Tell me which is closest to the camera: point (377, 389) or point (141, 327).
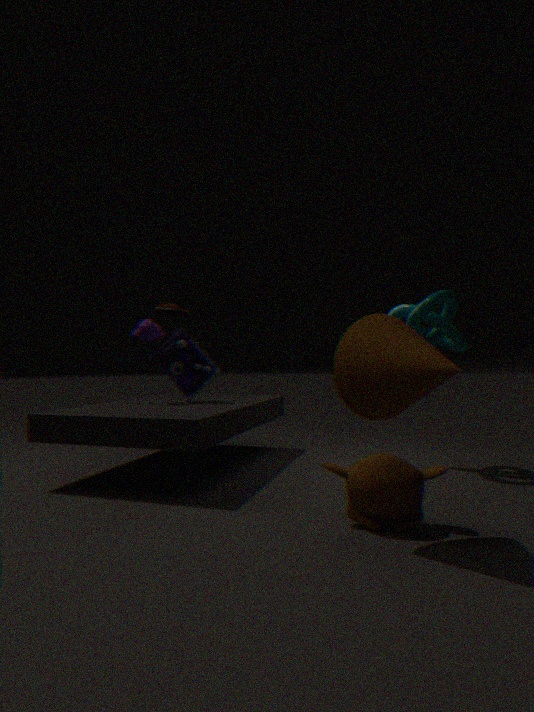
point (377, 389)
